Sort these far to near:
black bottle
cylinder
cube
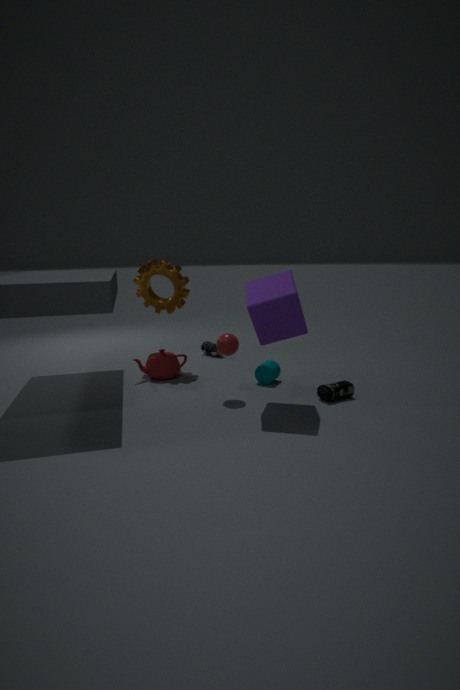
1. black bottle
2. cylinder
3. cube
